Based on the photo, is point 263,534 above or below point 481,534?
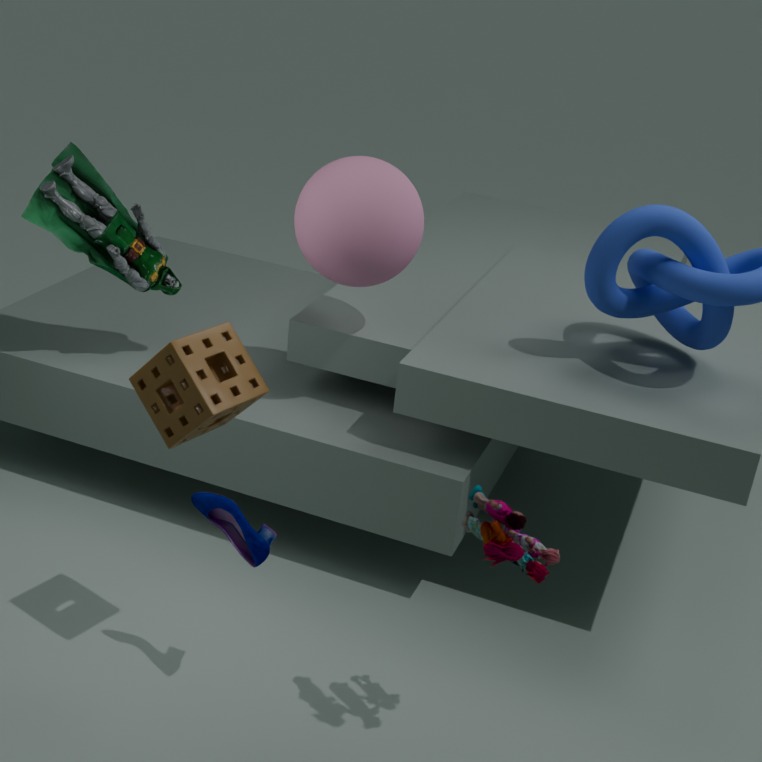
below
